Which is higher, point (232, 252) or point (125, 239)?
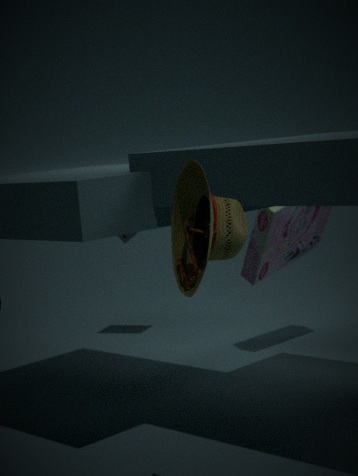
point (232, 252)
